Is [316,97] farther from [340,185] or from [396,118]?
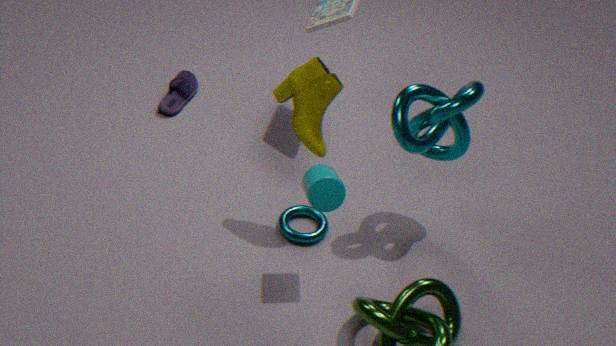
[396,118]
